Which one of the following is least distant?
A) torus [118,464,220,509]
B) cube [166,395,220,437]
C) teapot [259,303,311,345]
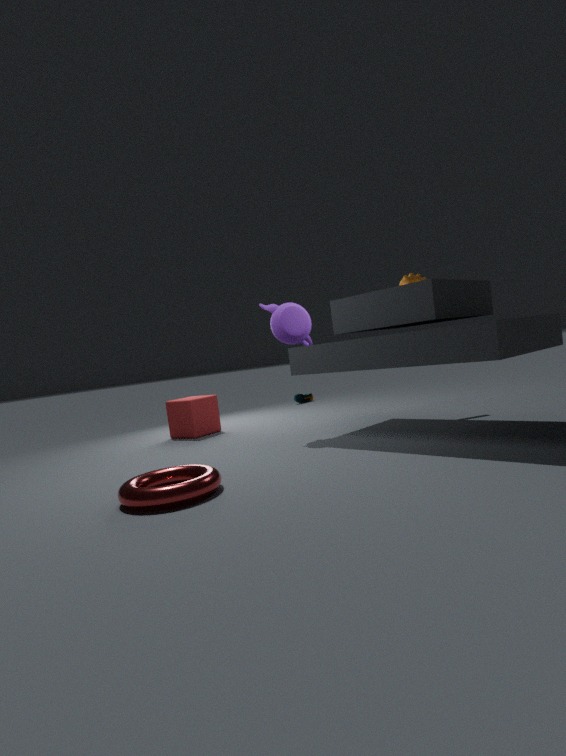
torus [118,464,220,509]
